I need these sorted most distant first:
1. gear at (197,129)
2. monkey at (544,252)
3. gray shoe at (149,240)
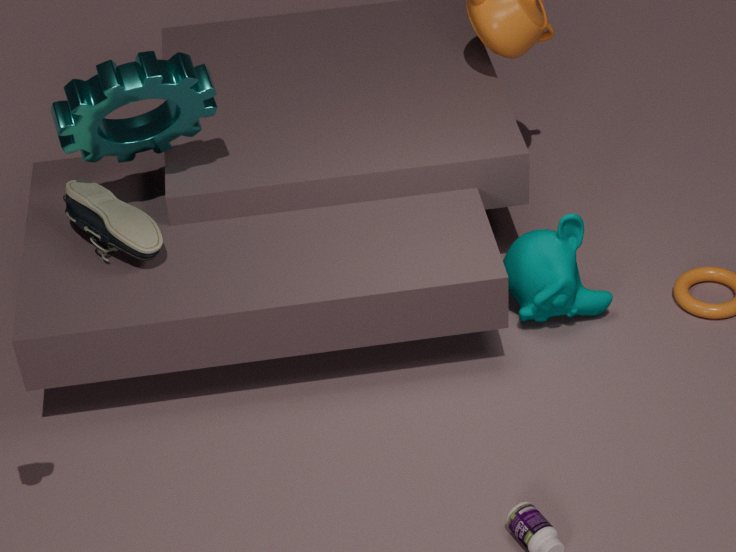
monkey at (544,252)
gray shoe at (149,240)
gear at (197,129)
